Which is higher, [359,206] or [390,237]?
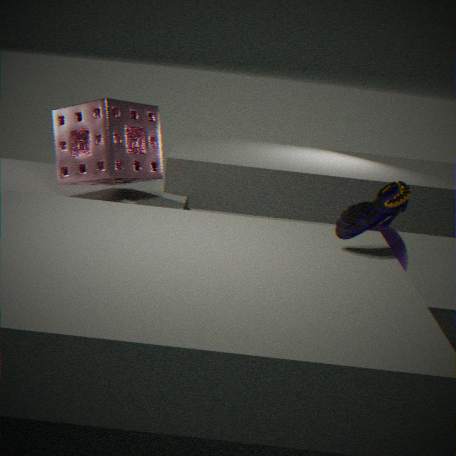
[359,206]
